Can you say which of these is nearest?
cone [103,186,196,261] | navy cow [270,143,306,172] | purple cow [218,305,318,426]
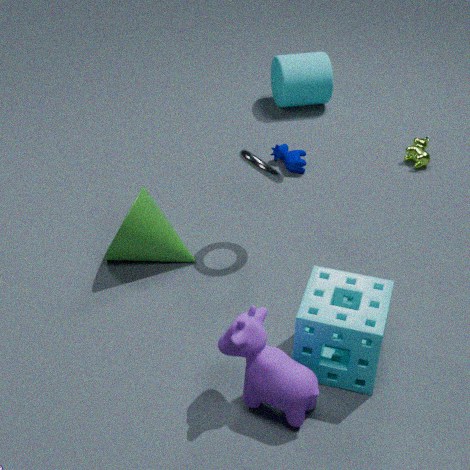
purple cow [218,305,318,426]
